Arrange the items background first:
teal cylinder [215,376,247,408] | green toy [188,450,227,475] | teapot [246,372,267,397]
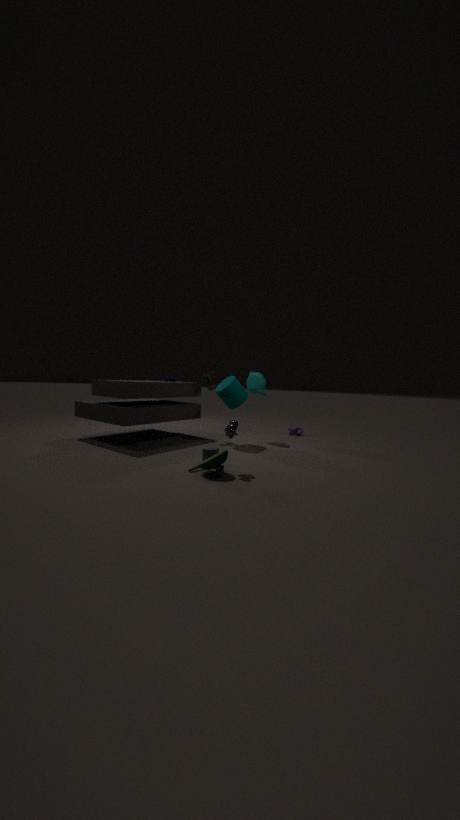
teapot [246,372,267,397]
teal cylinder [215,376,247,408]
green toy [188,450,227,475]
